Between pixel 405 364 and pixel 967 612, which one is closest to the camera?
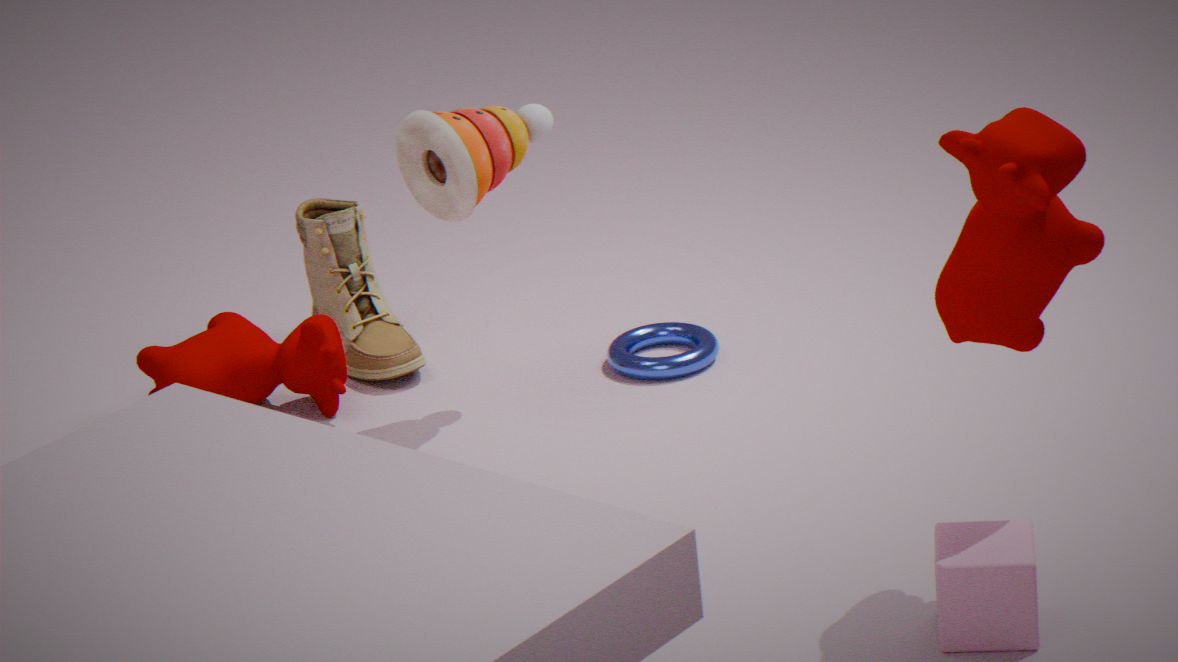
pixel 967 612
